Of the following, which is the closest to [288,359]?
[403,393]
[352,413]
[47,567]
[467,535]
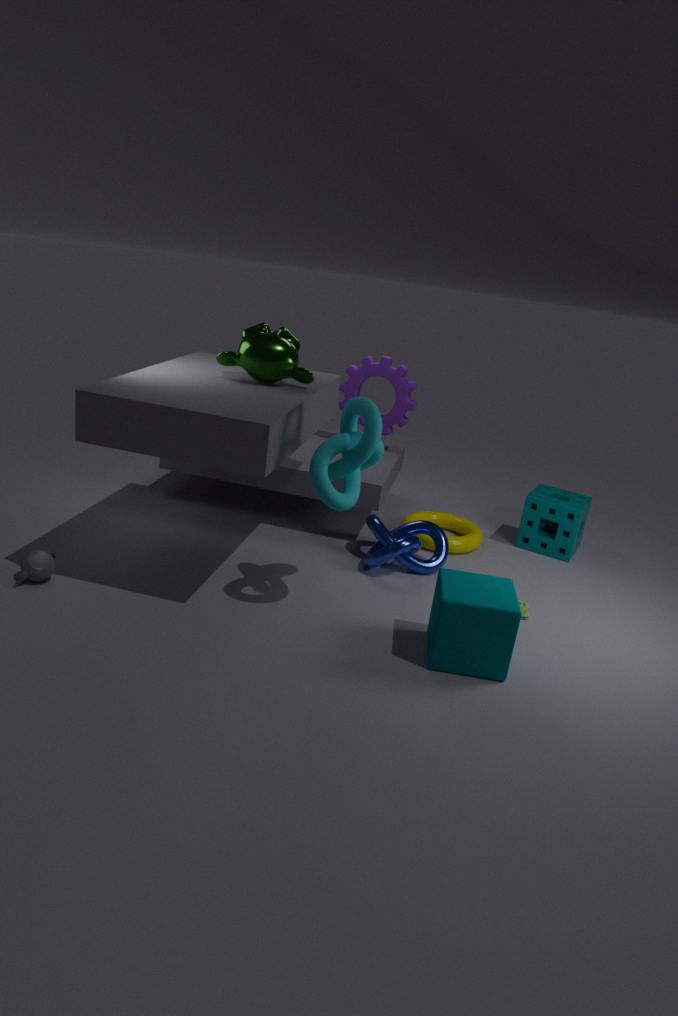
[352,413]
